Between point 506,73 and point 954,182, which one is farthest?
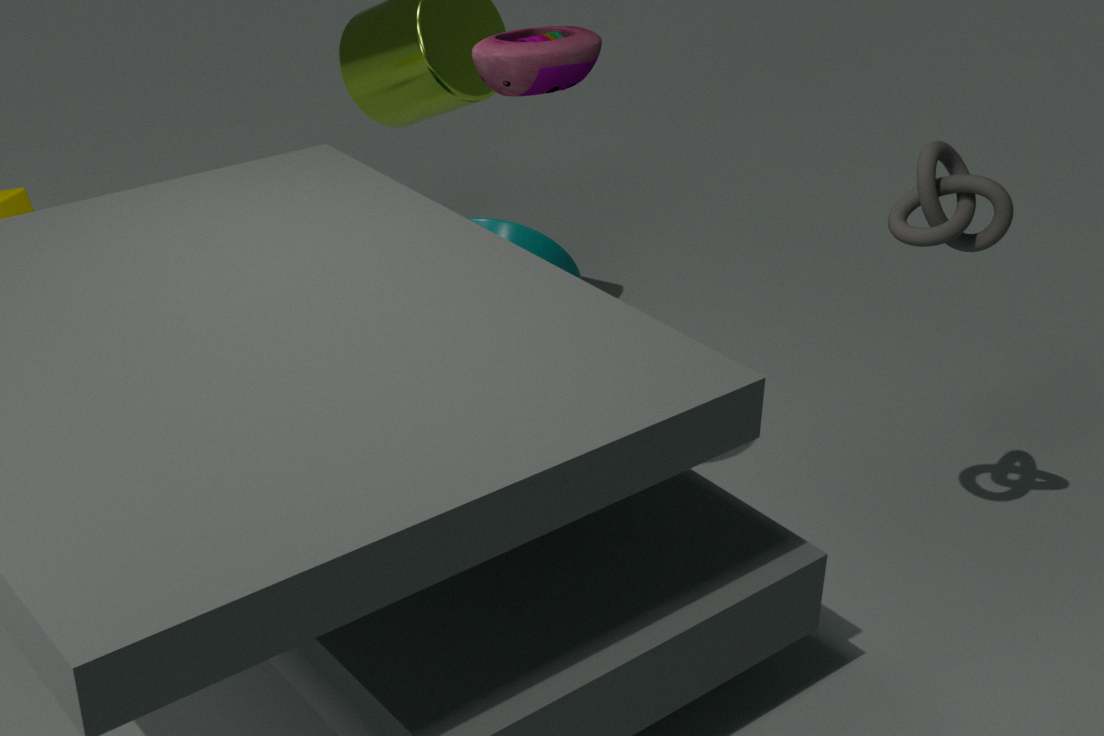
point 954,182
